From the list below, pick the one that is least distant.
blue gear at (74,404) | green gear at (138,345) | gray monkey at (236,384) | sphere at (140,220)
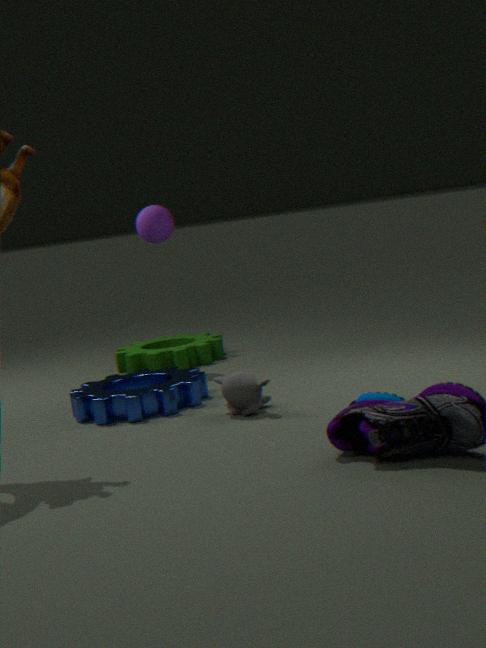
gray monkey at (236,384)
